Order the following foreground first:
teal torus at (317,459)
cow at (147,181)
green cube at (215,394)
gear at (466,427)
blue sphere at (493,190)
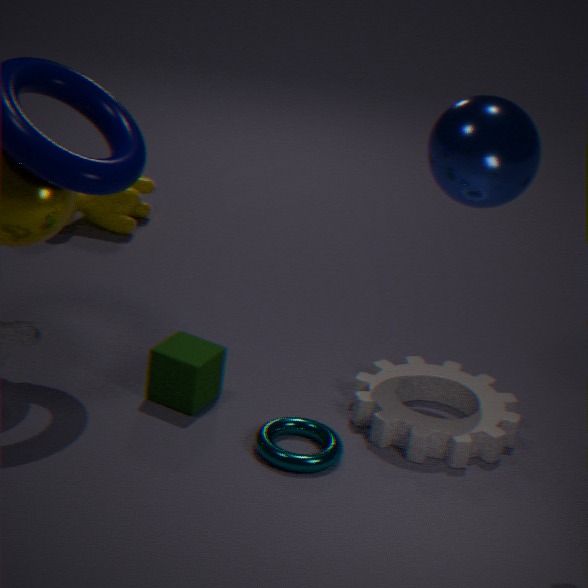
1. teal torus at (317,459)
2. blue sphere at (493,190)
3. gear at (466,427)
4. green cube at (215,394)
5. cow at (147,181)
